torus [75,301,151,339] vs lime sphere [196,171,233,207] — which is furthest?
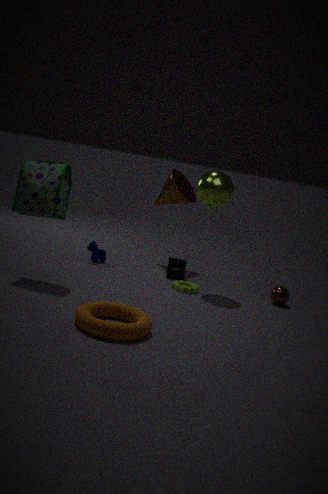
lime sphere [196,171,233,207]
